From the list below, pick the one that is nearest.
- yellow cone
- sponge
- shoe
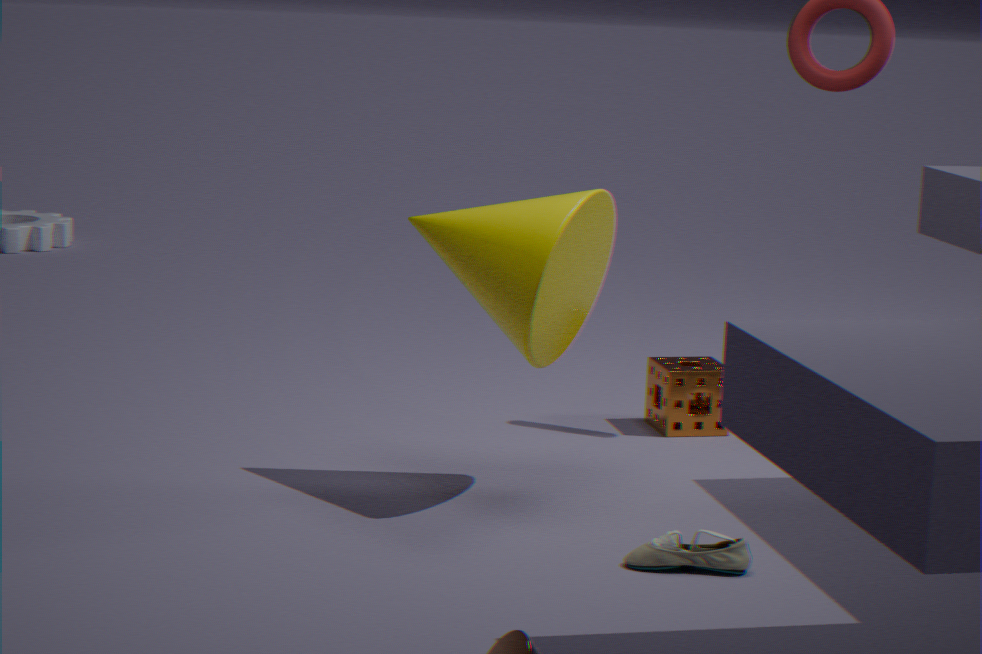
shoe
